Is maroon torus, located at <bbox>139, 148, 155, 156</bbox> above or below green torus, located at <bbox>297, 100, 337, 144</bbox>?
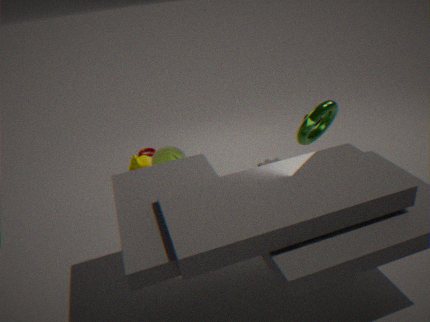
below
